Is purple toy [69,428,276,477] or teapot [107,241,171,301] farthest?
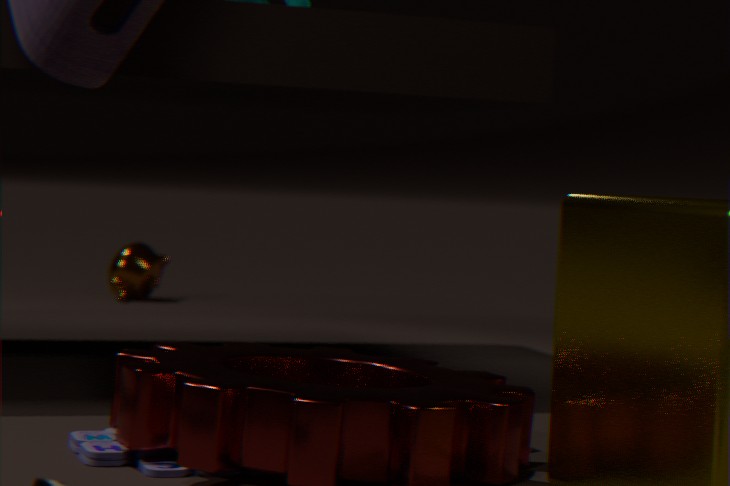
teapot [107,241,171,301]
